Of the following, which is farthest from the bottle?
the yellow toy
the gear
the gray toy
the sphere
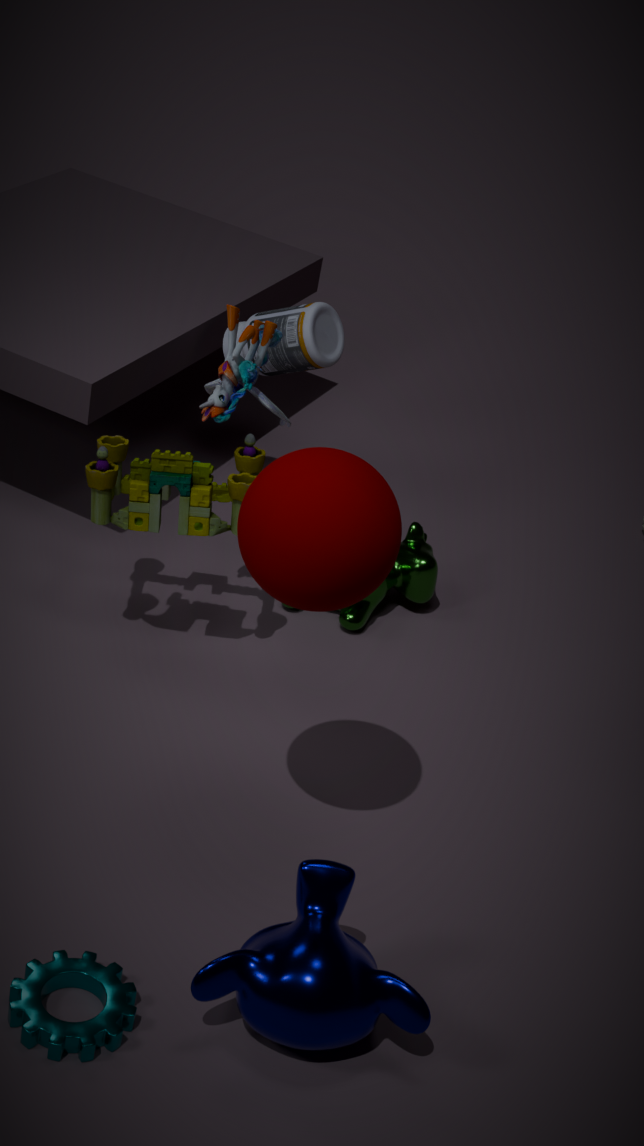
the gear
